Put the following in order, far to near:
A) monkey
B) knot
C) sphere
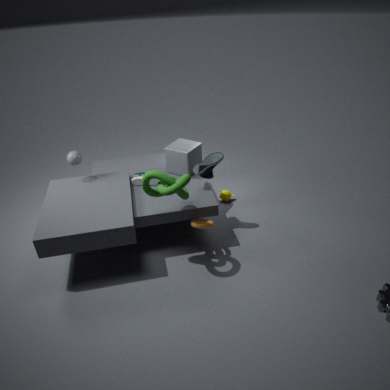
monkey, sphere, knot
